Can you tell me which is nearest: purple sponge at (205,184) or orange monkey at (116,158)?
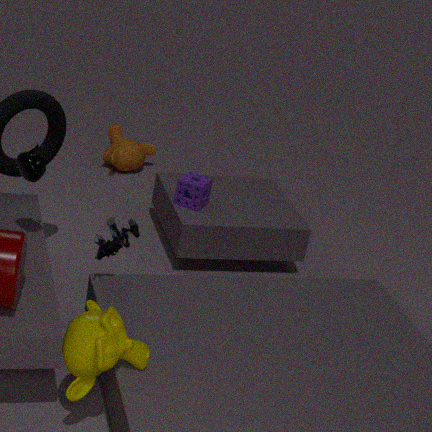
purple sponge at (205,184)
